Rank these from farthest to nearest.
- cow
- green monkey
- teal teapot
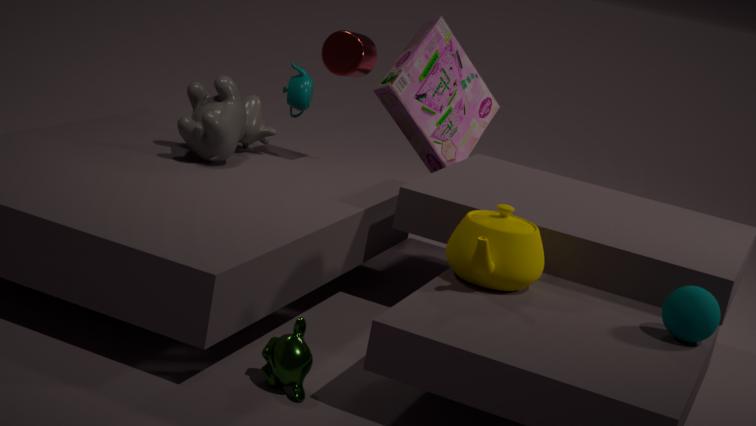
teal teapot
cow
green monkey
